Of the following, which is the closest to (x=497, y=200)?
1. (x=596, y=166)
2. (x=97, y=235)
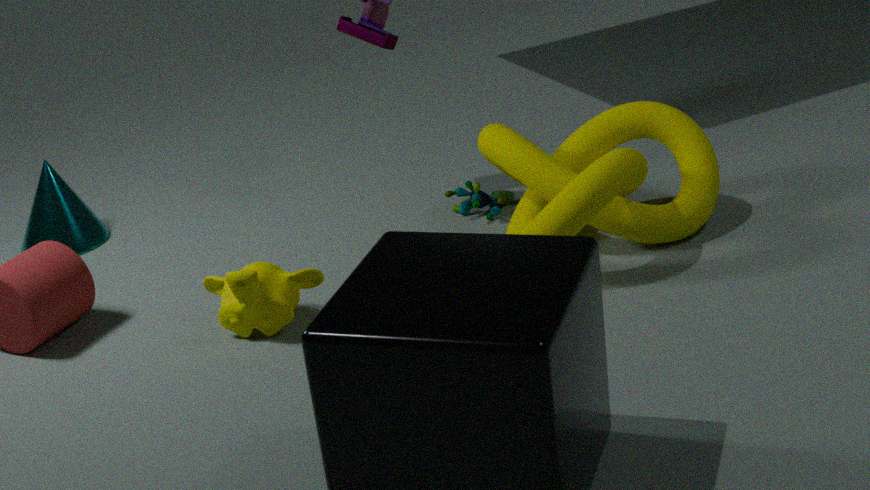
(x=596, y=166)
